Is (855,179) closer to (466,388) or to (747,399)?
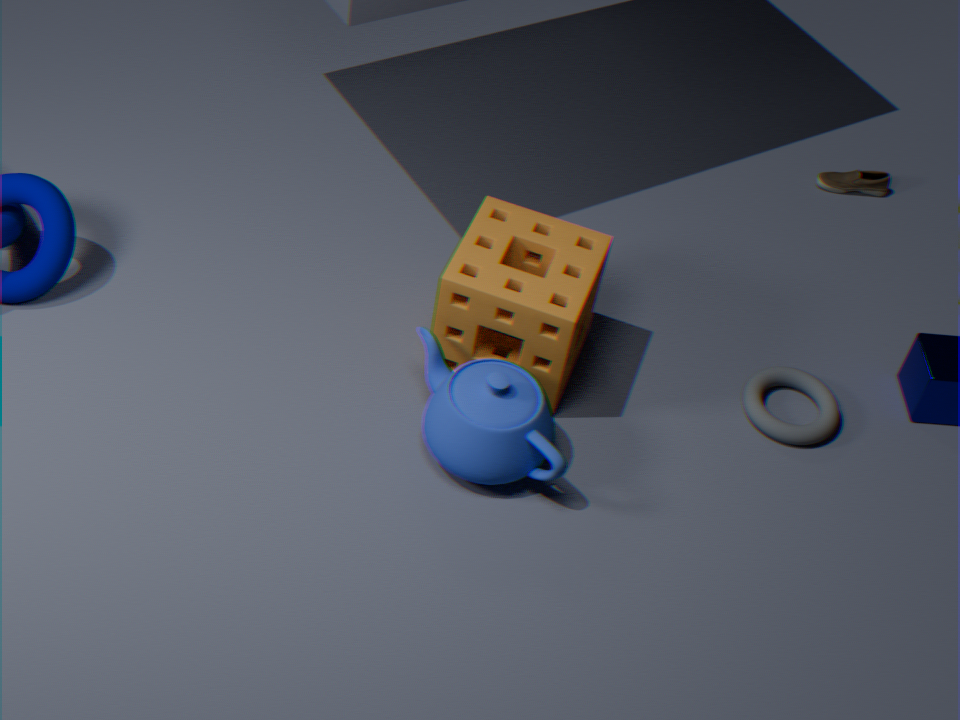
(747,399)
